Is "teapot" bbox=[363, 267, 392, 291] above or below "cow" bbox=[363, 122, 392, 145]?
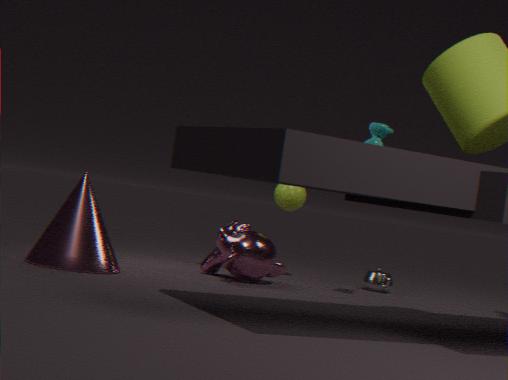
below
